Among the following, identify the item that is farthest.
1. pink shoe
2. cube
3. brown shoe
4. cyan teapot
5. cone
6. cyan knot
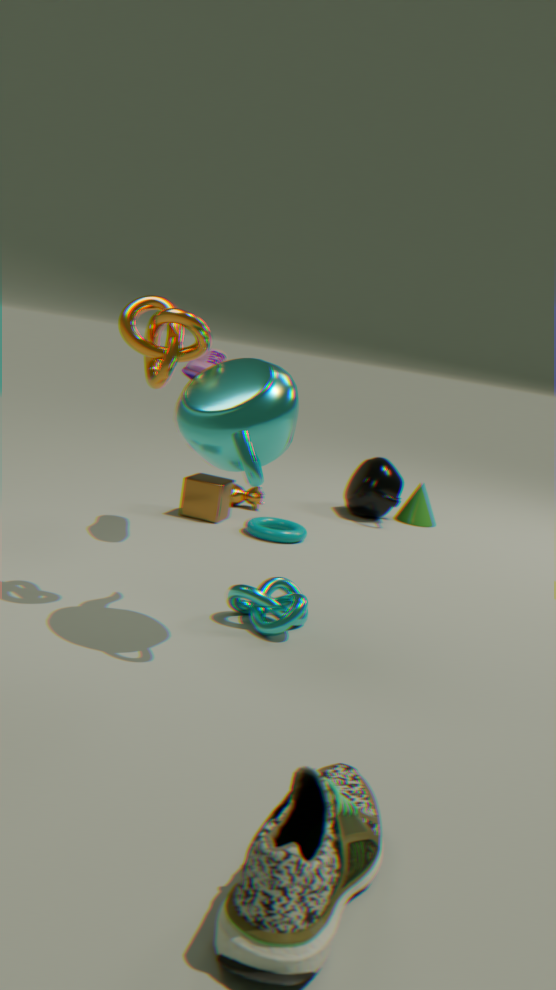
cone
